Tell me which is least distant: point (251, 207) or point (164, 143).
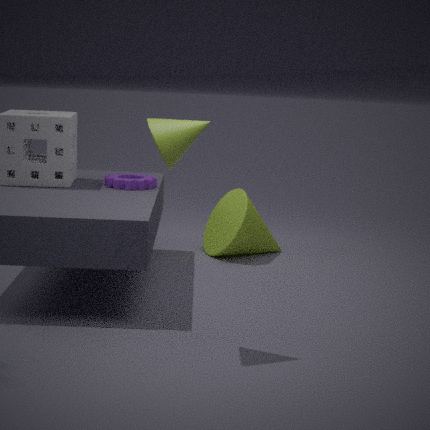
point (164, 143)
